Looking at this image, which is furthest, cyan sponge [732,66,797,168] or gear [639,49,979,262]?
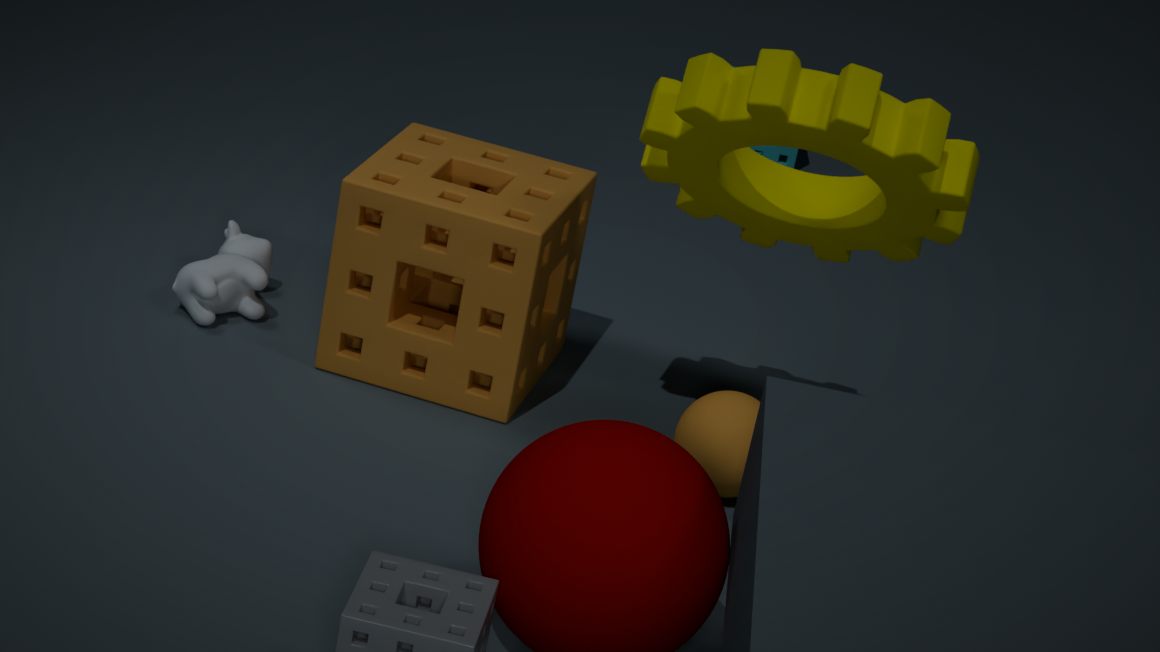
cyan sponge [732,66,797,168]
